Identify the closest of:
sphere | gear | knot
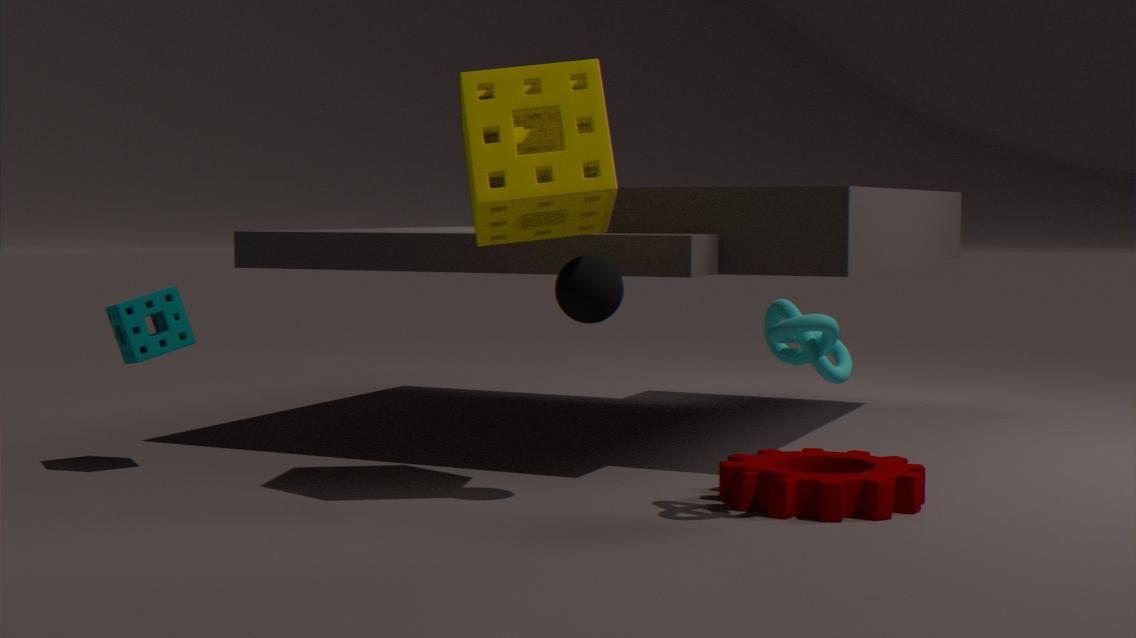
knot
